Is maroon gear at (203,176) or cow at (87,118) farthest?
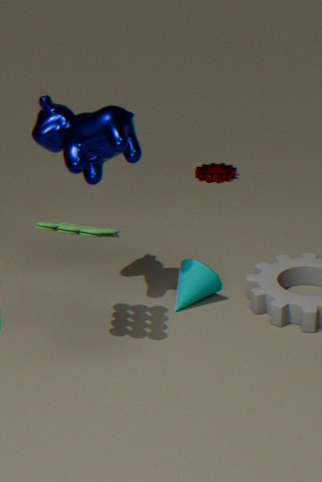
maroon gear at (203,176)
